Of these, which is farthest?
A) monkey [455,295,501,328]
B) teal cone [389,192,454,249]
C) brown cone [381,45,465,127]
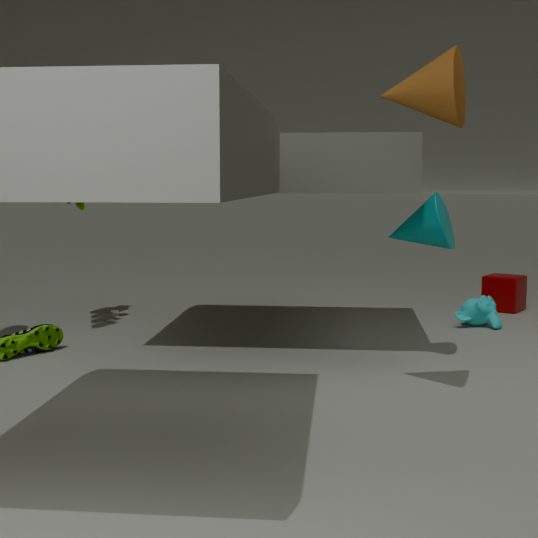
monkey [455,295,501,328]
